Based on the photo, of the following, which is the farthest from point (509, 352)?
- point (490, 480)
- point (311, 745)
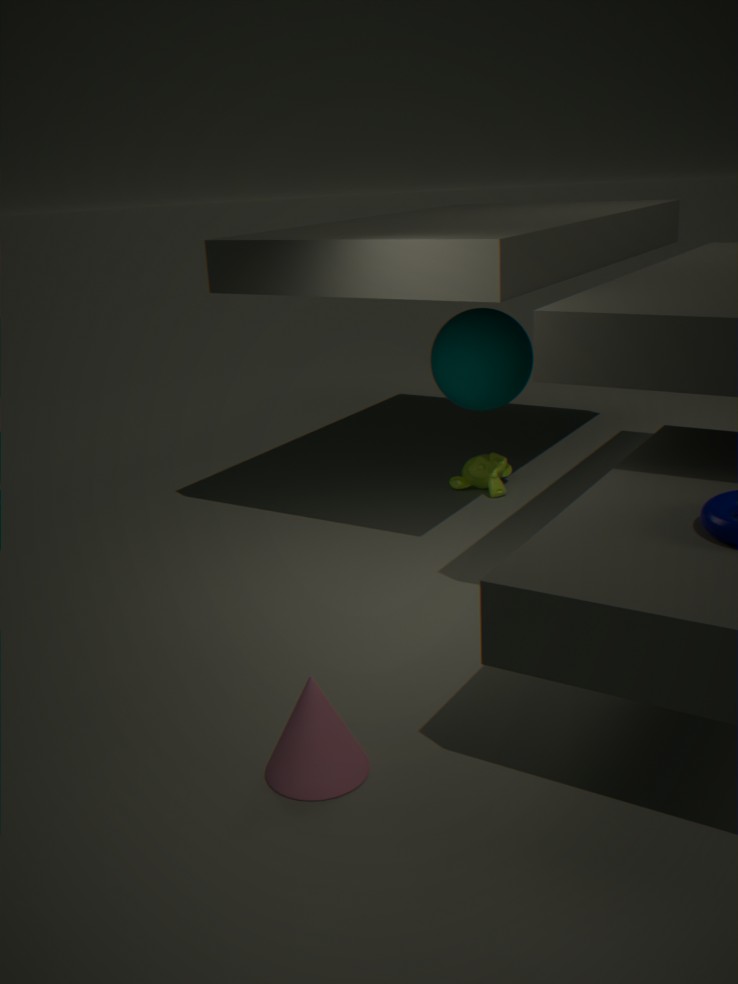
point (311, 745)
